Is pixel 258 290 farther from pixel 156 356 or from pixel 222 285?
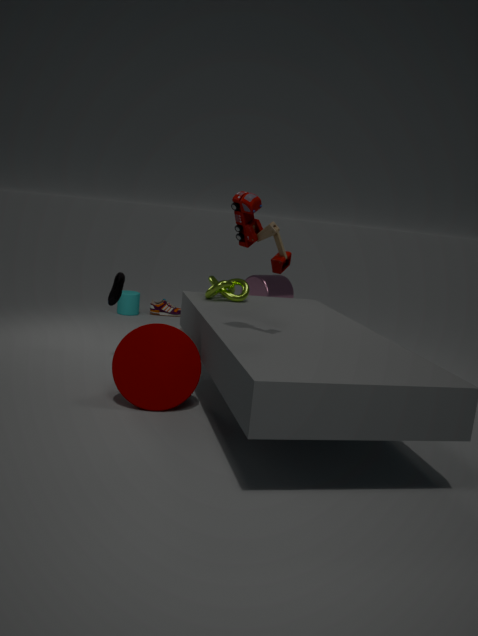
pixel 156 356
